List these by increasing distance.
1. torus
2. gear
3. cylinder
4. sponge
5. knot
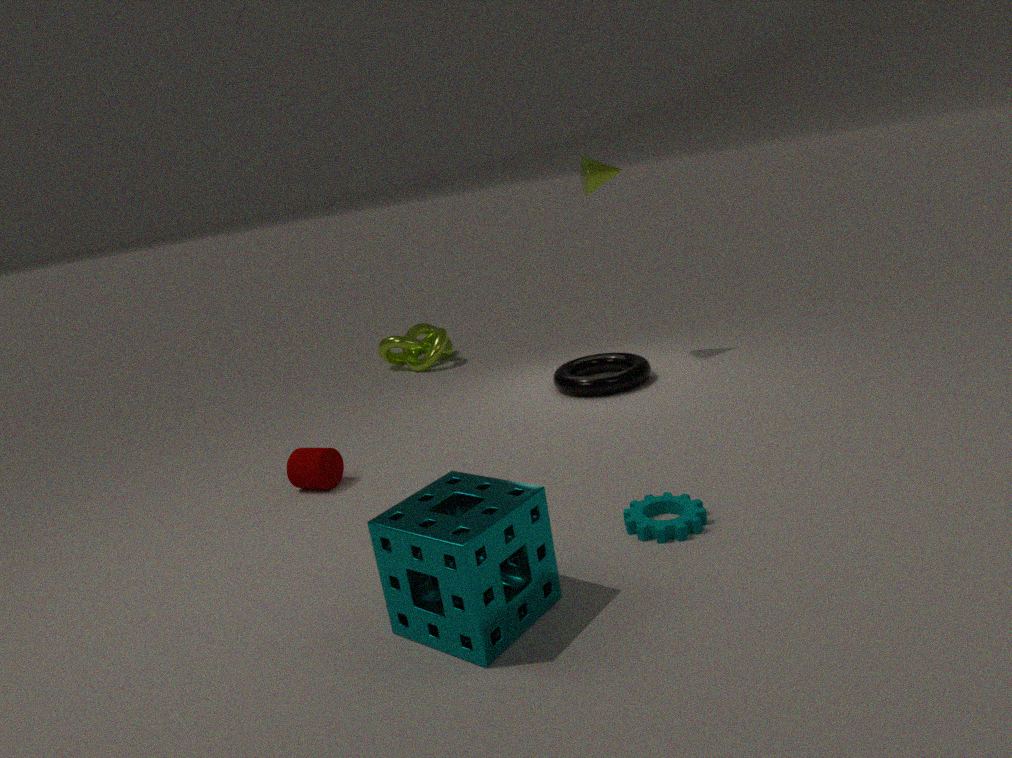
sponge → gear → cylinder → torus → knot
